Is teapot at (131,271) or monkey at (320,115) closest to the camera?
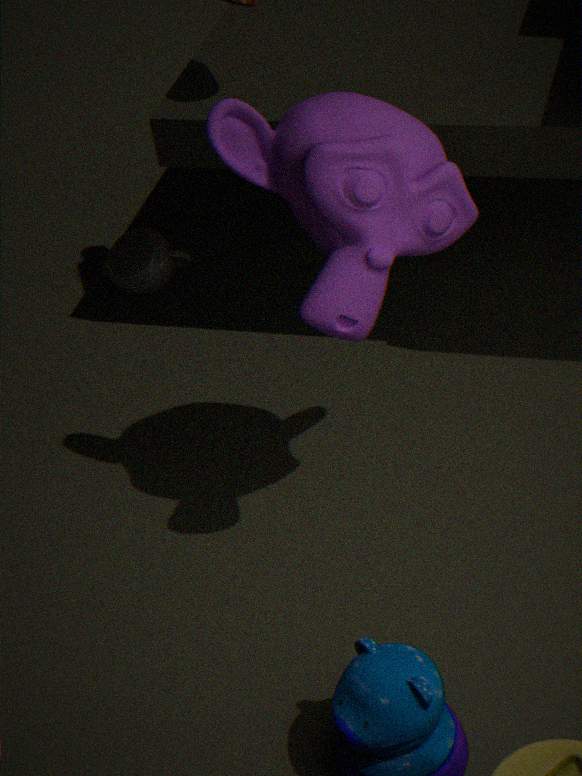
monkey at (320,115)
